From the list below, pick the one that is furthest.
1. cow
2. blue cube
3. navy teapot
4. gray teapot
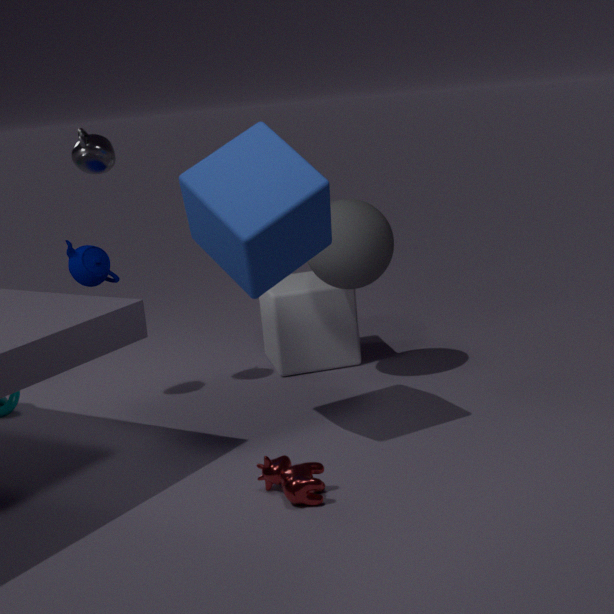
navy teapot
